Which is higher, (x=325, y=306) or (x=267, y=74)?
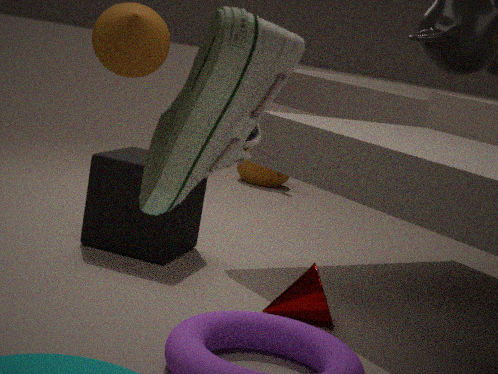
(x=267, y=74)
